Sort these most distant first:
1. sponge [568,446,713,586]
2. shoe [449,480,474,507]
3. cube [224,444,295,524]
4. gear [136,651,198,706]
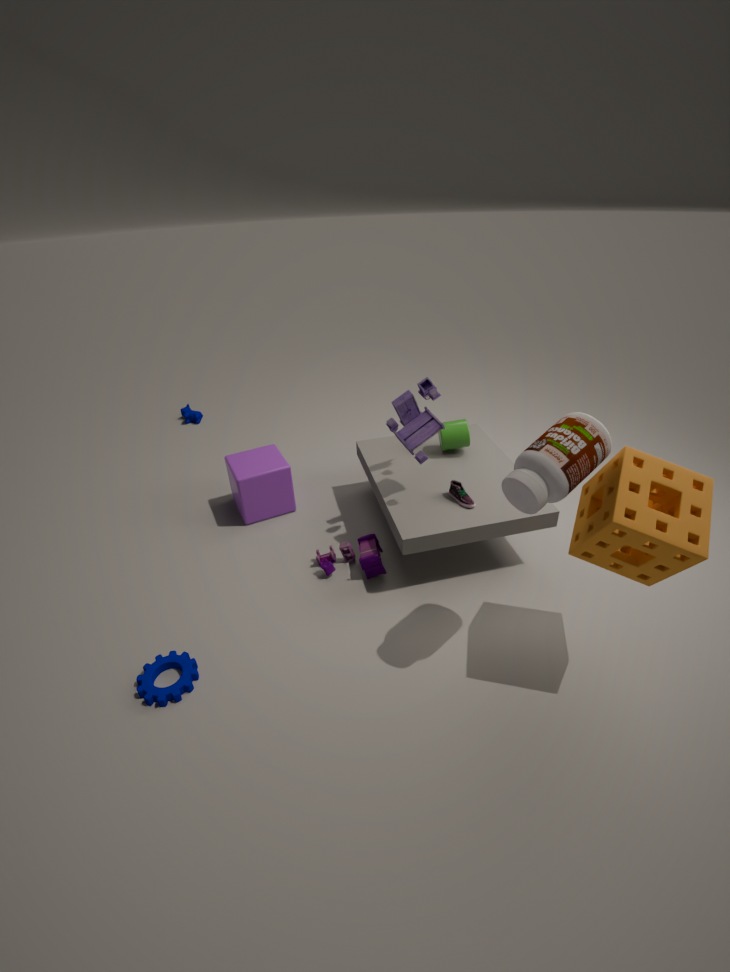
cube [224,444,295,524]
shoe [449,480,474,507]
gear [136,651,198,706]
sponge [568,446,713,586]
